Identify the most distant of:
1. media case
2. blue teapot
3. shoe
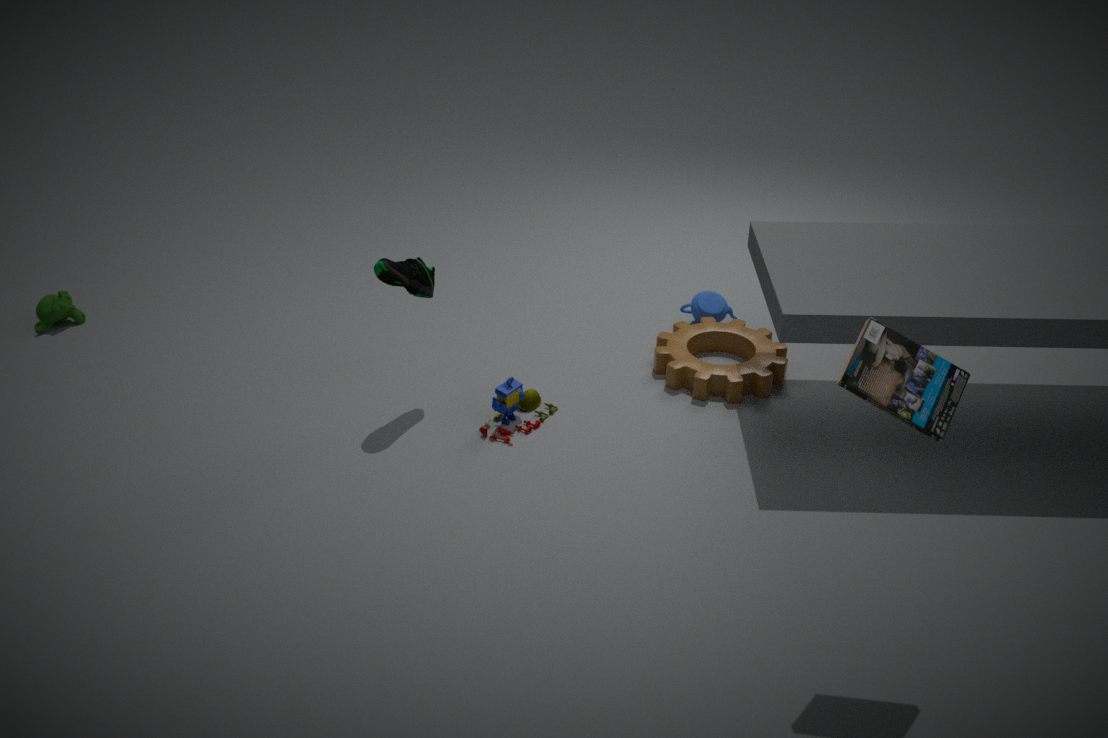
blue teapot
